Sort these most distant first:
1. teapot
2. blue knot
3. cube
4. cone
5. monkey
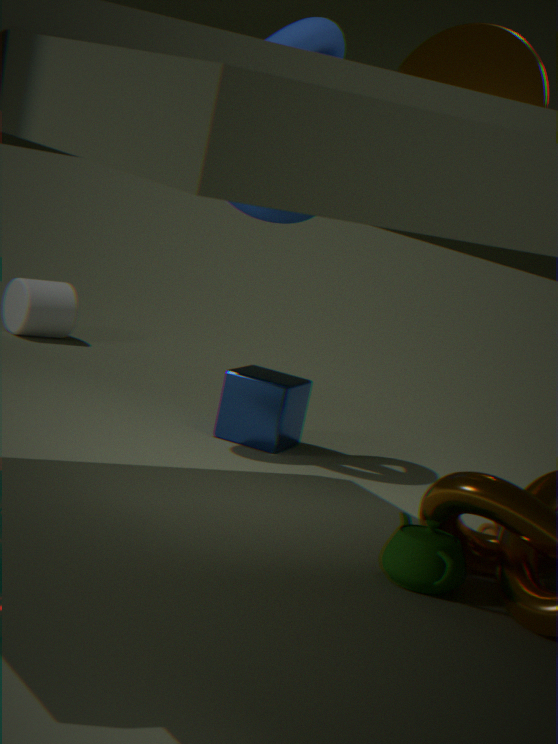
cube → blue knot → cone → monkey → teapot
